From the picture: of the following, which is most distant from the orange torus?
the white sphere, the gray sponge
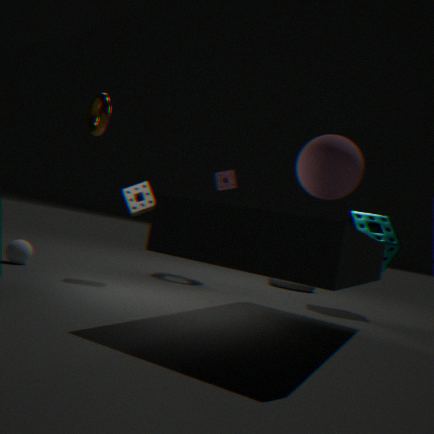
the white sphere
